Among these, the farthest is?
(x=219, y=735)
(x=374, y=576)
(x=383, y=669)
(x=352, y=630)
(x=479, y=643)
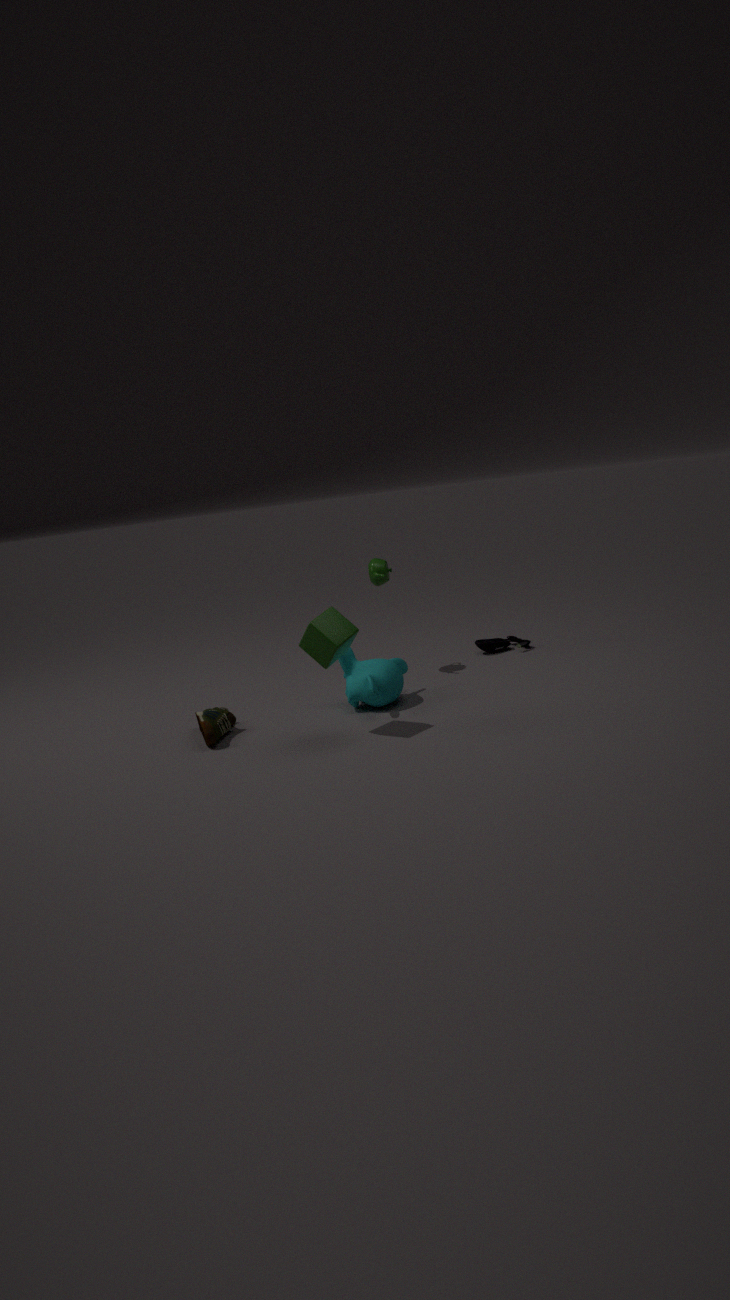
(x=479, y=643)
